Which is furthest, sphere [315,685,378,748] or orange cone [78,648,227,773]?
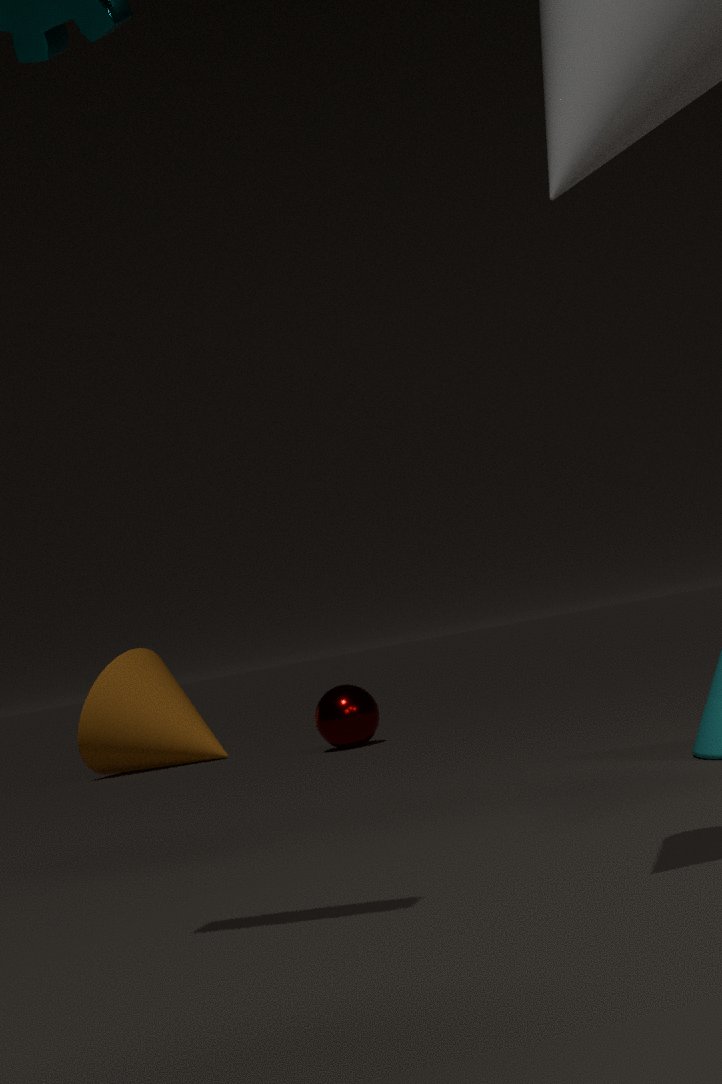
orange cone [78,648,227,773]
